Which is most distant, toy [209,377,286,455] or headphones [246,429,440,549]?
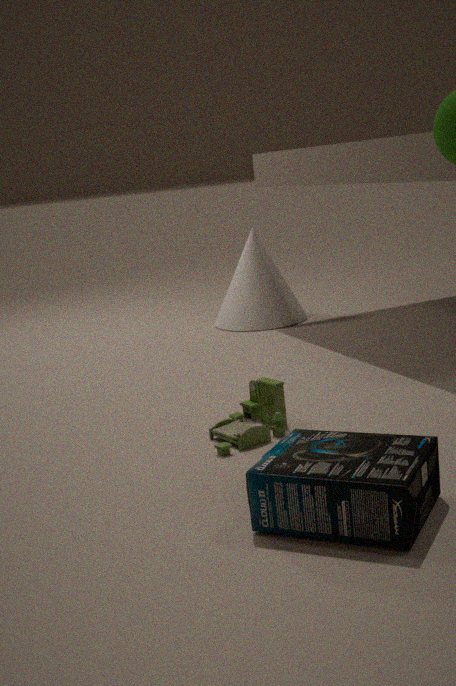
toy [209,377,286,455]
